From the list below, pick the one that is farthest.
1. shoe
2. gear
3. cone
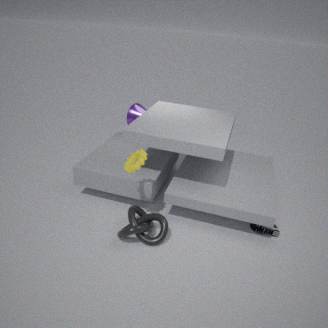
cone
